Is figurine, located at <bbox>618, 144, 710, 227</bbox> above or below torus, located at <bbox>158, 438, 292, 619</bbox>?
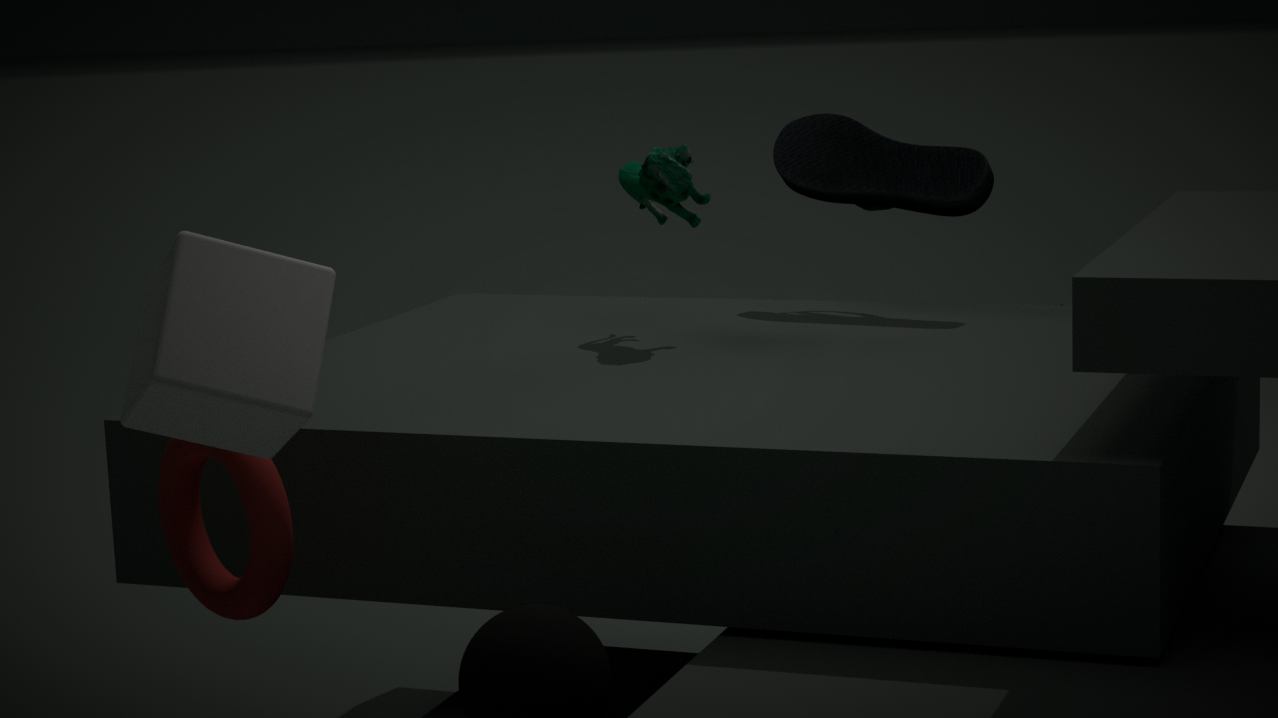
above
